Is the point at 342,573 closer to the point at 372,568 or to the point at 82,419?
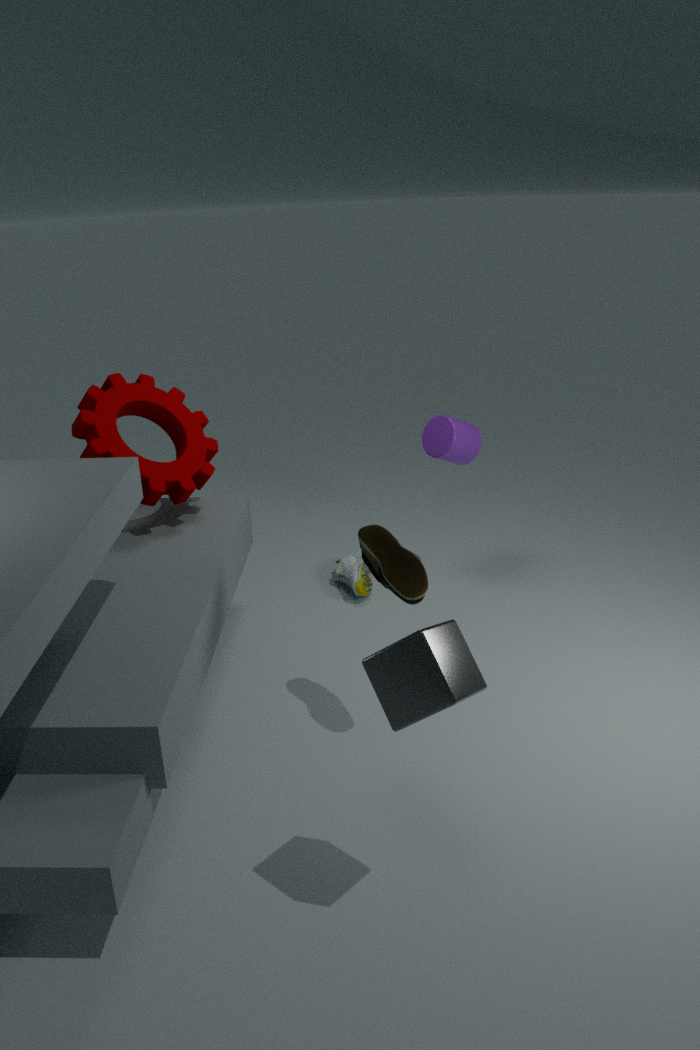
the point at 82,419
